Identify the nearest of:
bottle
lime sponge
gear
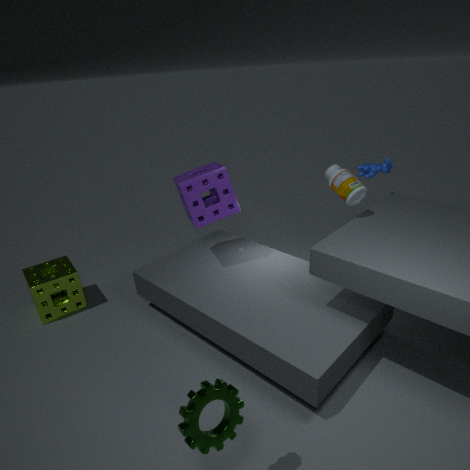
gear
